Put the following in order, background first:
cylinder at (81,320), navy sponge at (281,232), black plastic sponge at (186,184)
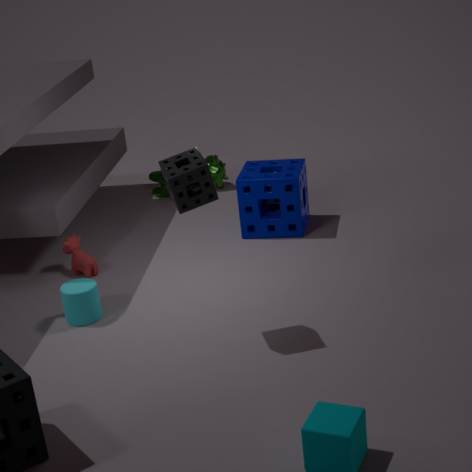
1. navy sponge at (281,232)
2. cylinder at (81,320)
3. black plastic sponge at (186,184)
